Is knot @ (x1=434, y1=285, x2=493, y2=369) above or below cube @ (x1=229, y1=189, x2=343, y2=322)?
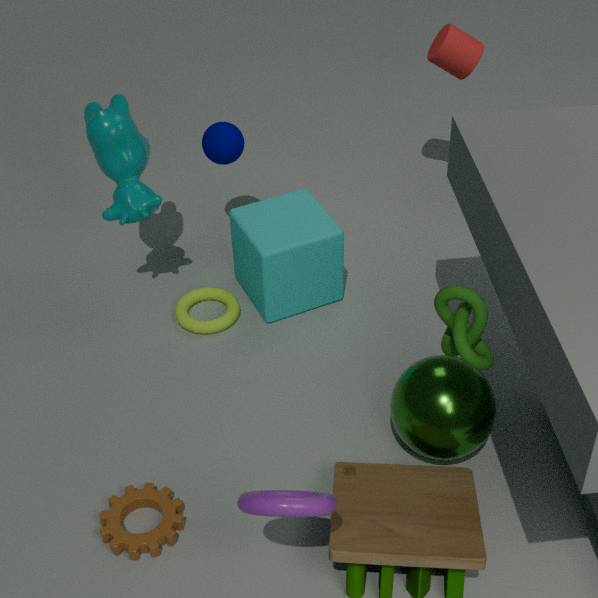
above
